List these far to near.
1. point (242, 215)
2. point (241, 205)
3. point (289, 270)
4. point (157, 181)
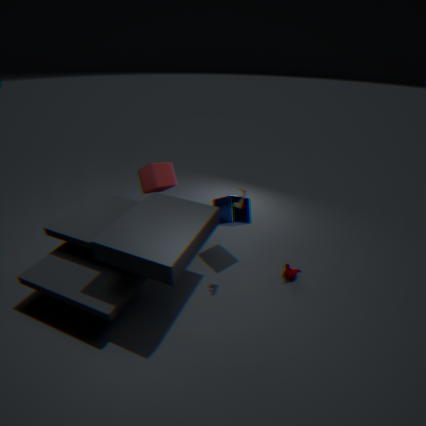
1. point (157, 181)
2. point (242, 215)
3. point (289, 270)
4. point (241, 205)
